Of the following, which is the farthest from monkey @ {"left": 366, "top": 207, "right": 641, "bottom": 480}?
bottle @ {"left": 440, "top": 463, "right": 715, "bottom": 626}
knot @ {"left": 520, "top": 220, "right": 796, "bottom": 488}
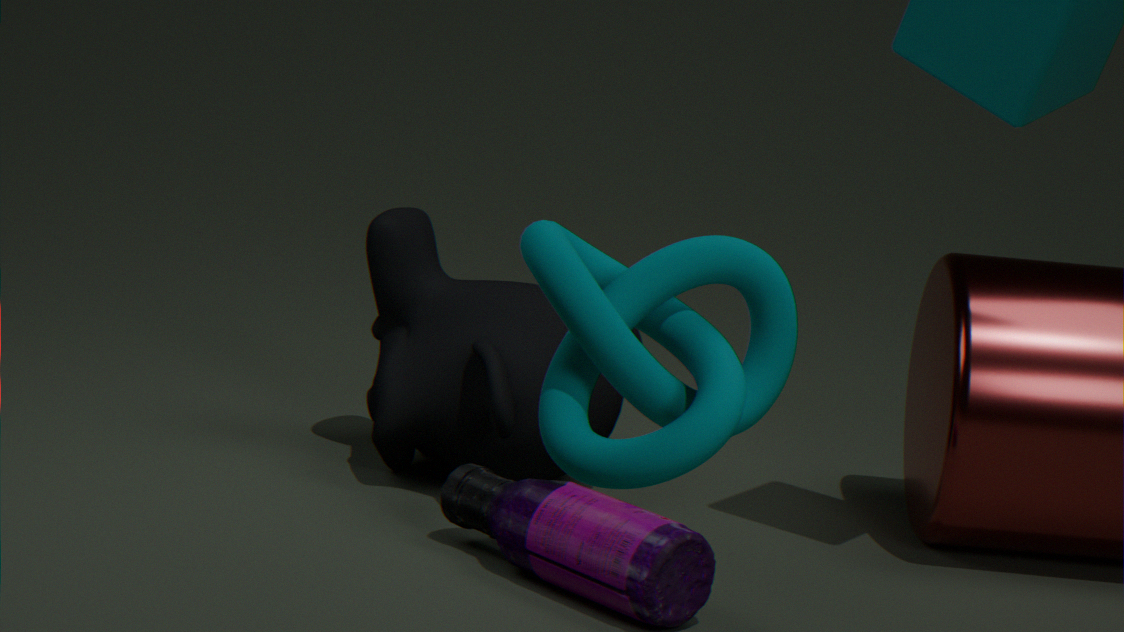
knot @ {"left": 520, "top": 220, "right": 796, "bottom": 488}
